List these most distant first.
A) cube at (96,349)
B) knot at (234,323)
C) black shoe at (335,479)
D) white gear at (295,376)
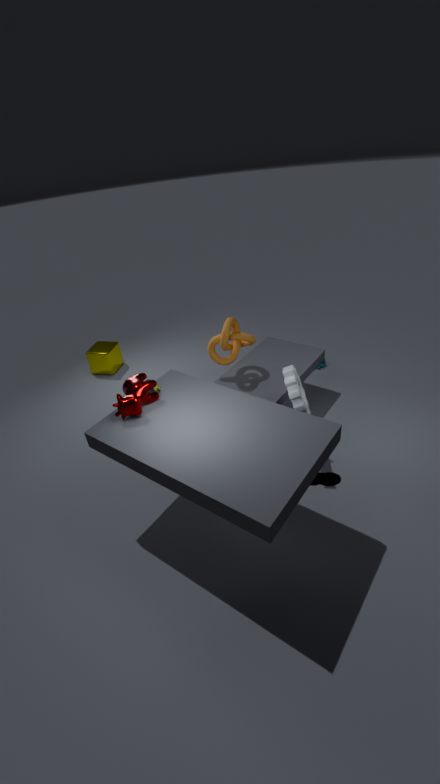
cube at (96,349) < knot at (234,323) < white gear at (295,376) < black shoe at (335,479)
